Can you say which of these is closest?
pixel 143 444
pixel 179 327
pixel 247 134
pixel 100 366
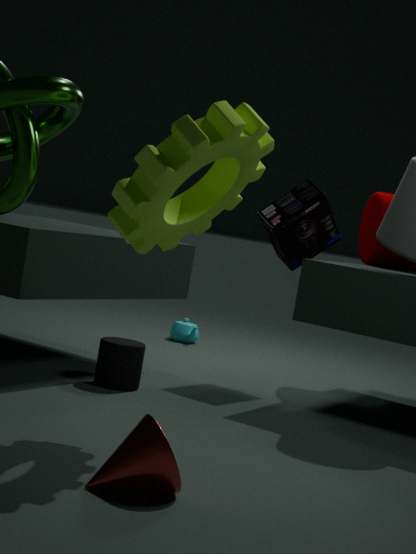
pixel 143 444
